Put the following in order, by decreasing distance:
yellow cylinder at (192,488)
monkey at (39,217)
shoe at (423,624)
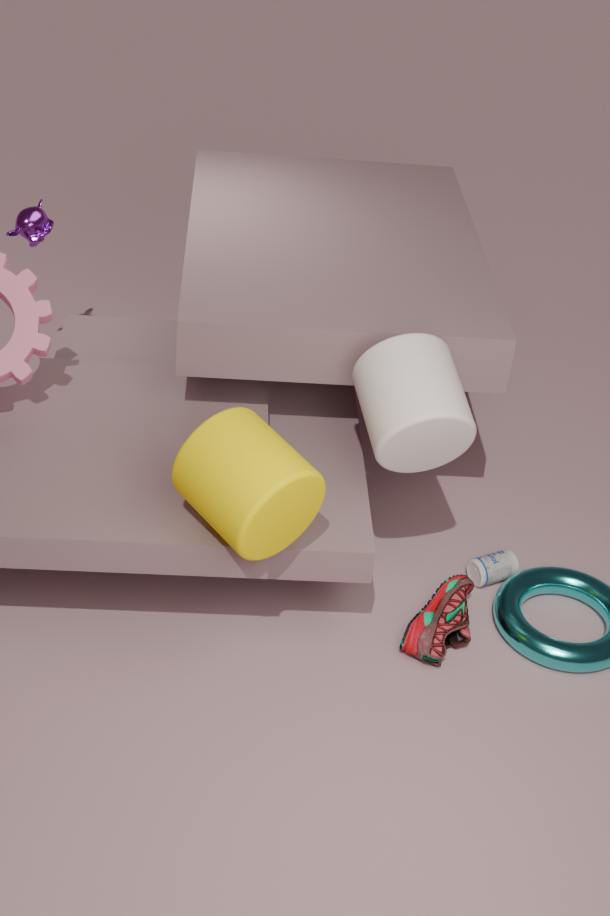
monkey at (39,217), shoe at (423,624), yellow cylinder at (192,488)
